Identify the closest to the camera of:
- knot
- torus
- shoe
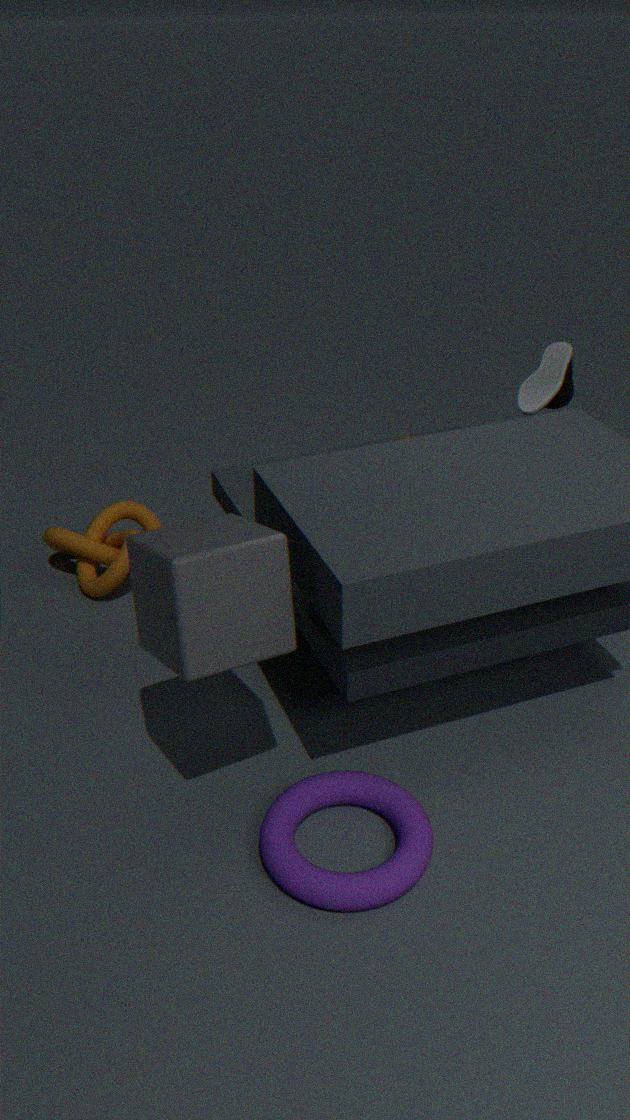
torus
